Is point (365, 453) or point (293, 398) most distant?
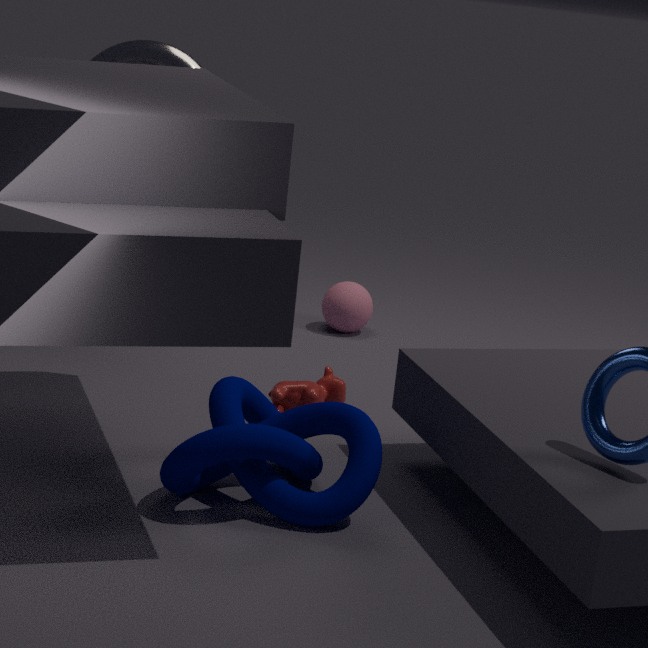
point (293, 398)
